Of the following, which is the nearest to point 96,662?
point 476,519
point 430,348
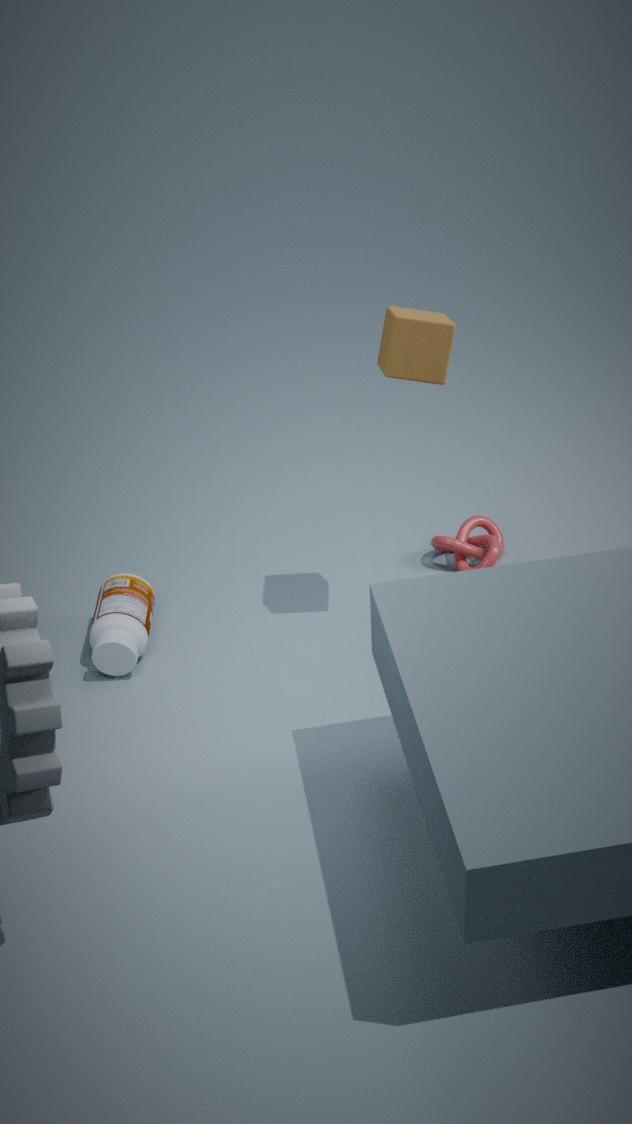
point 476,519
